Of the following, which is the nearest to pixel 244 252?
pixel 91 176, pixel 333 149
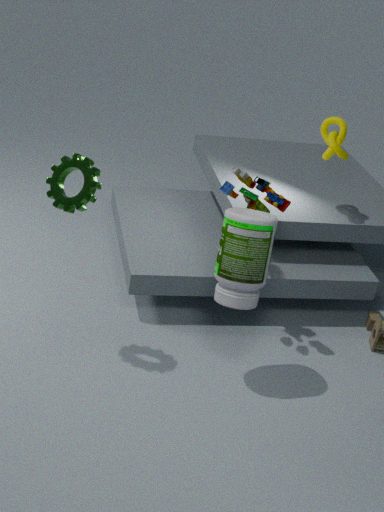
pixel 91 176
